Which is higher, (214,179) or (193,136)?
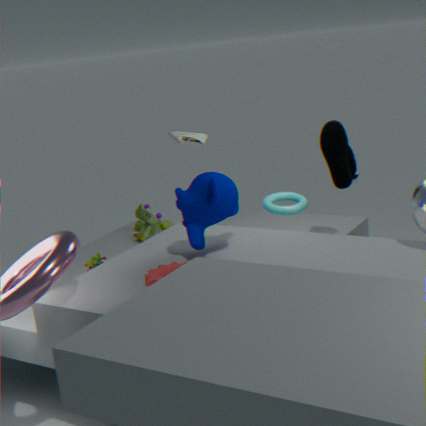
(193,136)
